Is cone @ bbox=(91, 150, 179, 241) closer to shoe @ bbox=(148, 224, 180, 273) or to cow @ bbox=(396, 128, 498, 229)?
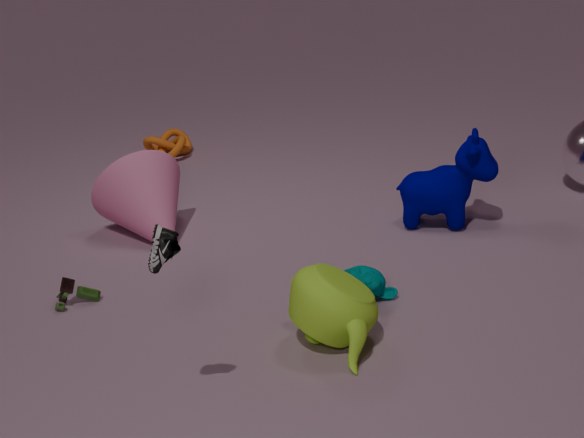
cow @ bbox=(396, 128, 498, 229)
